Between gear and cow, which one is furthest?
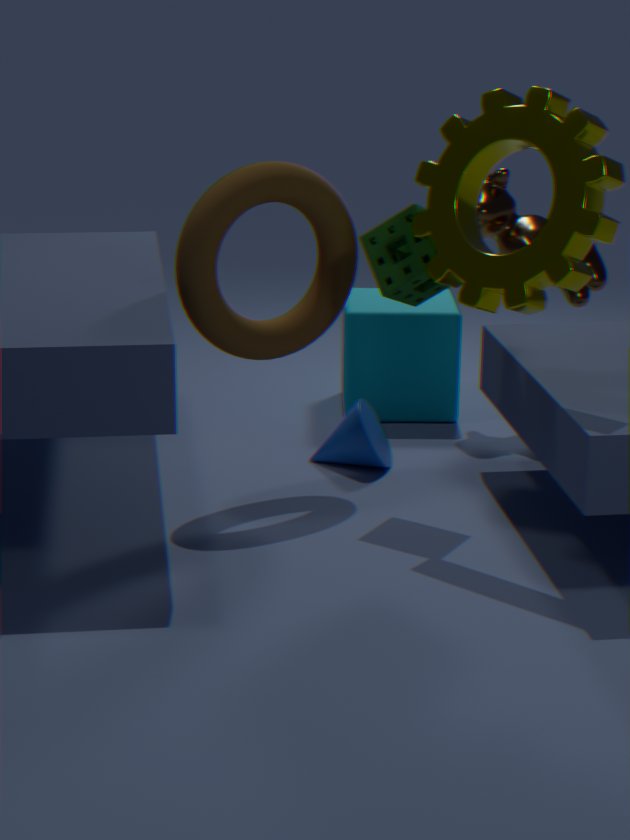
cow
